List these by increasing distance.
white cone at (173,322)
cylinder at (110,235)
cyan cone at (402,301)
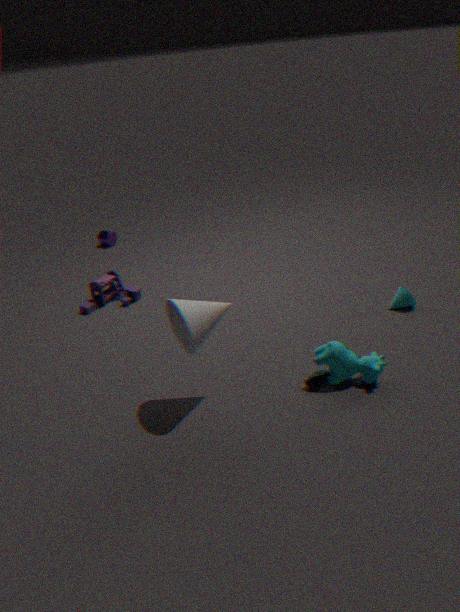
white cone at (173,322) < cyan cone at (402,301) < cylinder at (110,235)
